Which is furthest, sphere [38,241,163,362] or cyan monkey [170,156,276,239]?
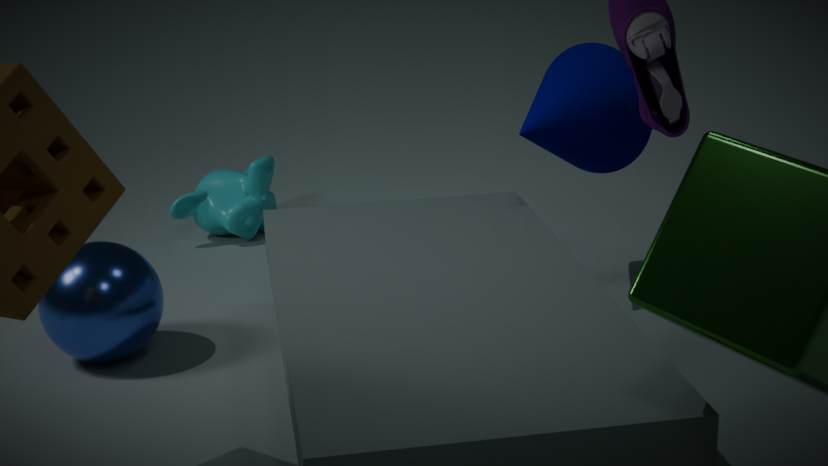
cyan monkey [170,156,276,239]
